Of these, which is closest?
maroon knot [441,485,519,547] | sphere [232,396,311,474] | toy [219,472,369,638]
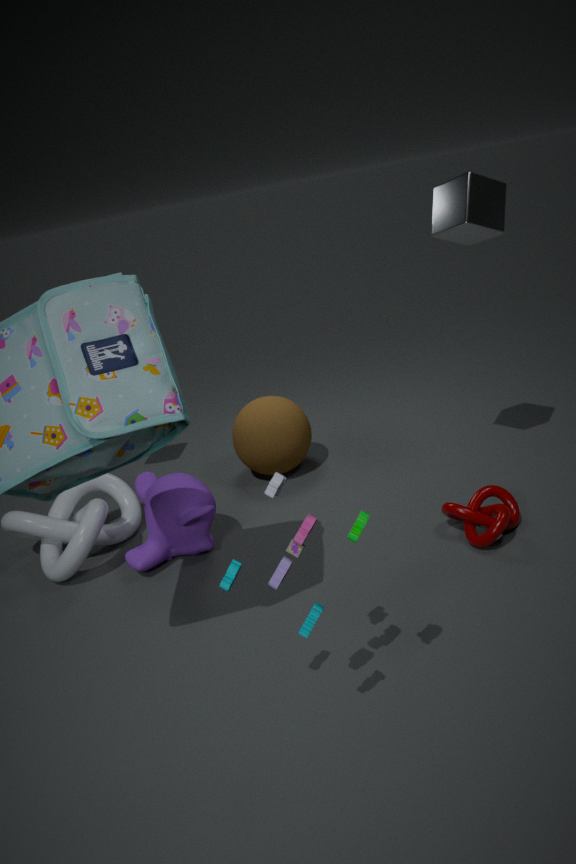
toy [219,472,369,638]
